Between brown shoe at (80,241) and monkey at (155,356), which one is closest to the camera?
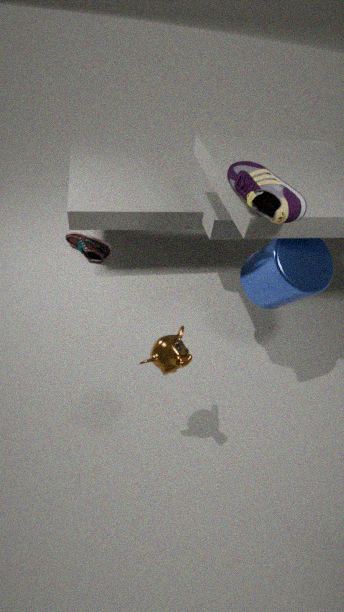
monkey at (155,356)
